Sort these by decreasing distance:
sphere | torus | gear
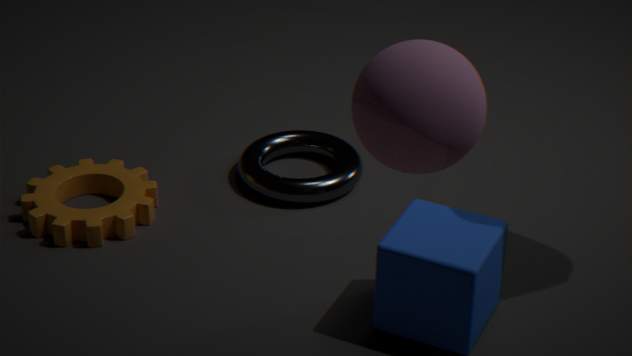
torus, gear, sphere
